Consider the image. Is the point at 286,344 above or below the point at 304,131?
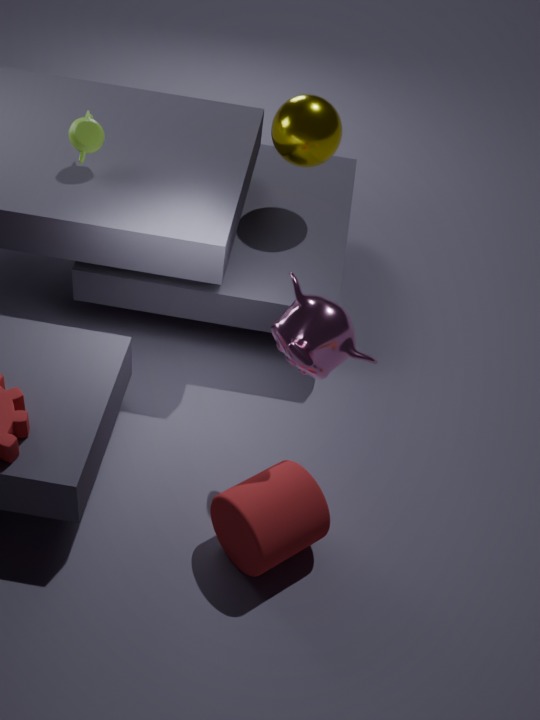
below
